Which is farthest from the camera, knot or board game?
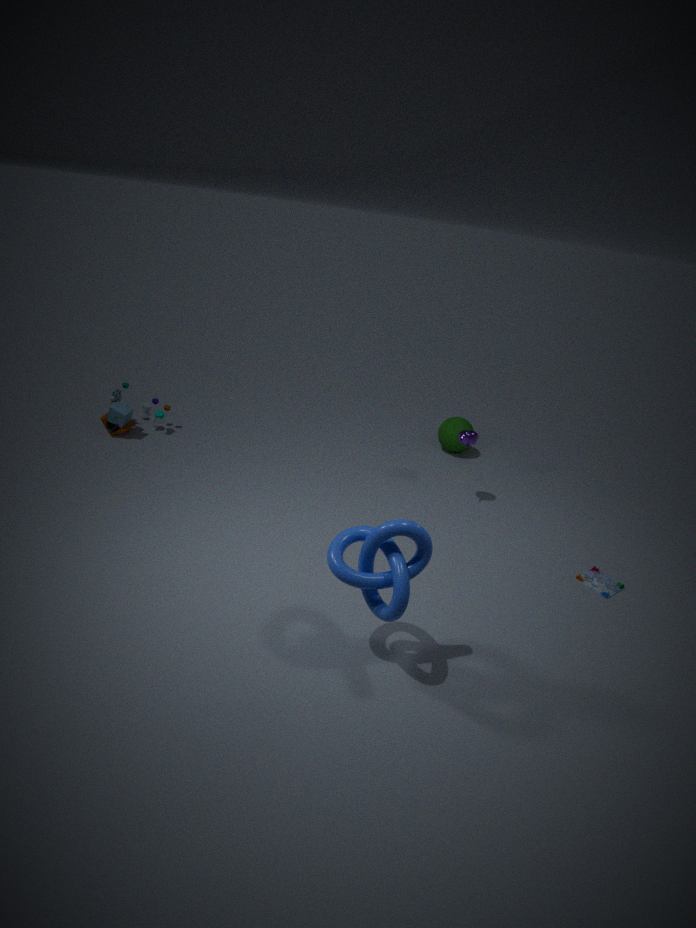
board game
